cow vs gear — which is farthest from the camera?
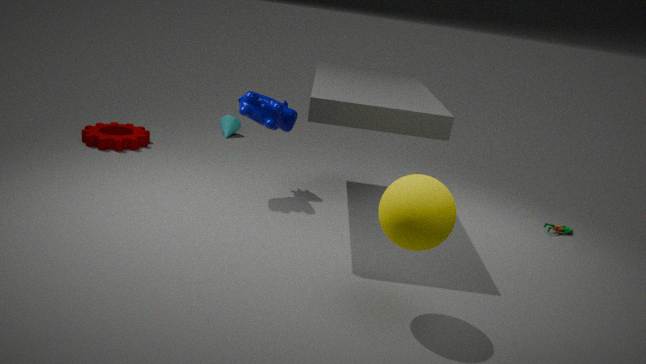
gear
